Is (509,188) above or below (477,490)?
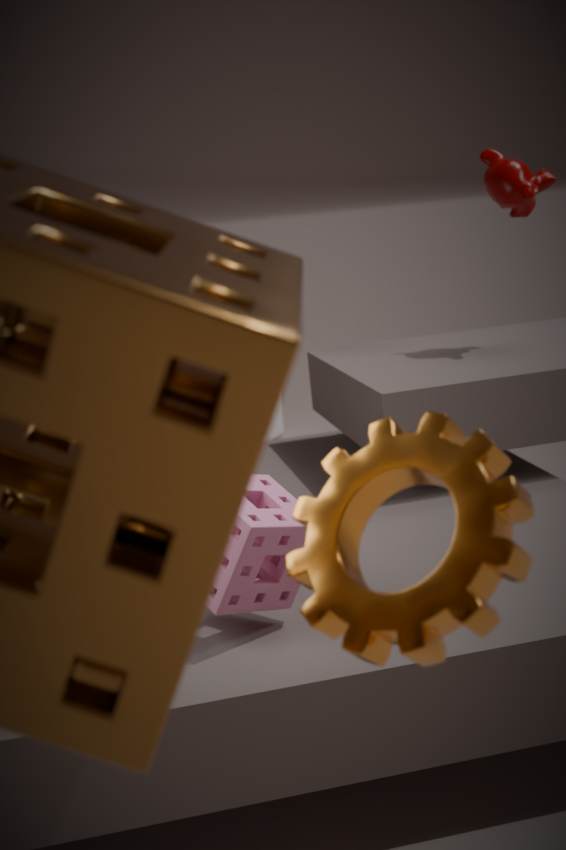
above
